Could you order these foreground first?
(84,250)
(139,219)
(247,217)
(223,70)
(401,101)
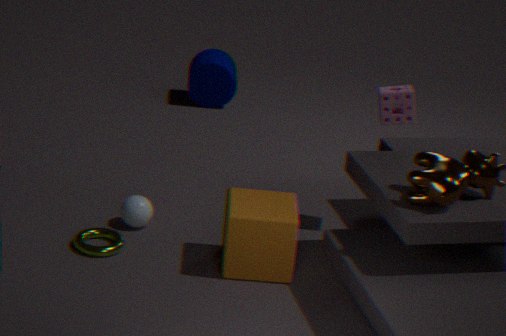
(247,217) → (84,250) → (401,101) → (139,219) → (223,70)
